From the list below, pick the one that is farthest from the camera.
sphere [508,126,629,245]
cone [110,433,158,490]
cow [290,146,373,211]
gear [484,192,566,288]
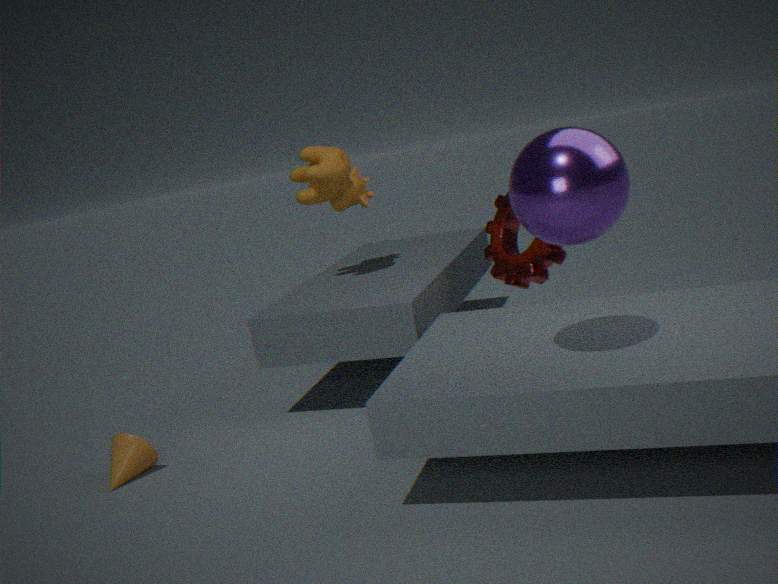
cow [290,146,373,211]
